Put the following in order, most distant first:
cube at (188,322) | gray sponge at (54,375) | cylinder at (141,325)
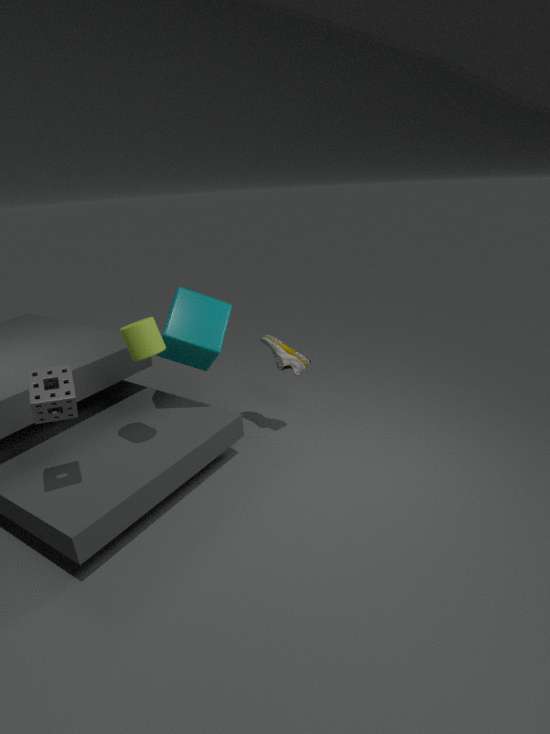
1. cube at (188,322)
2. cylinder at (141,325)
3. gray sponge at (54,375)
